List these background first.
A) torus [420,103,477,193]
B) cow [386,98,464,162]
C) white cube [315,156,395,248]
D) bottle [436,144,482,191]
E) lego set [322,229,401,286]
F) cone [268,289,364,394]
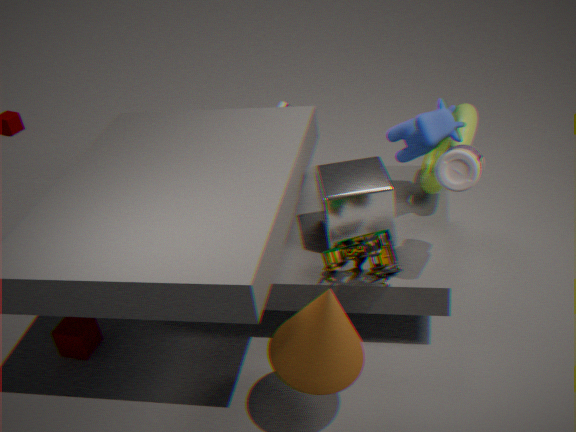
torus [420,103,477,193] → cow [386,98,464,162] → white cube [315,156,395,248] → lego set [322,229,401,286] → bottle [436,144,482,191] → cone [268,289,364,394]
